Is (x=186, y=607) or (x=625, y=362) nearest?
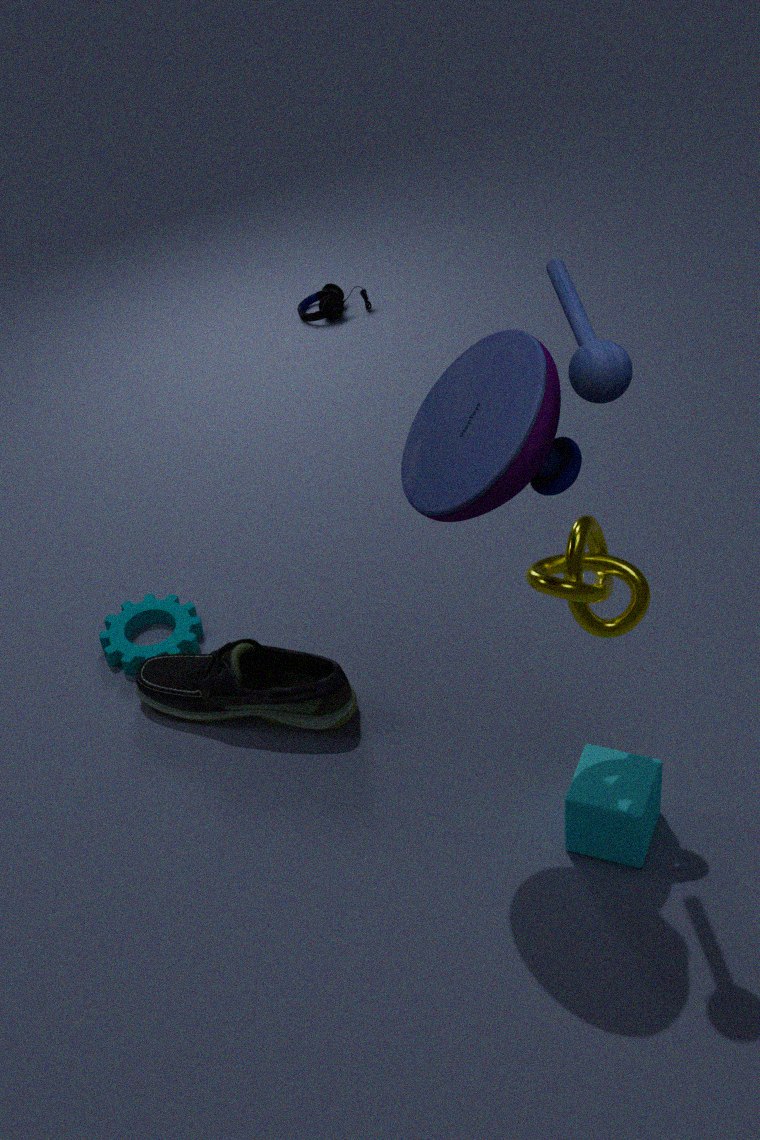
(x=625, y=362)
